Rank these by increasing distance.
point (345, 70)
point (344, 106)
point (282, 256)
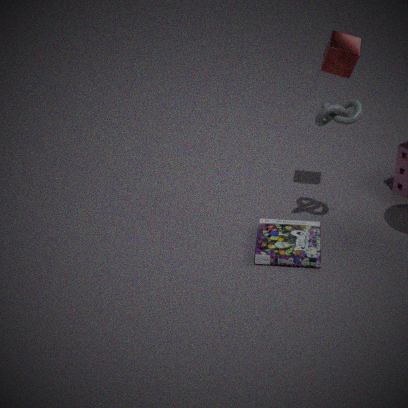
point (344, 106) < point (282, 256) < point (345, 70)
